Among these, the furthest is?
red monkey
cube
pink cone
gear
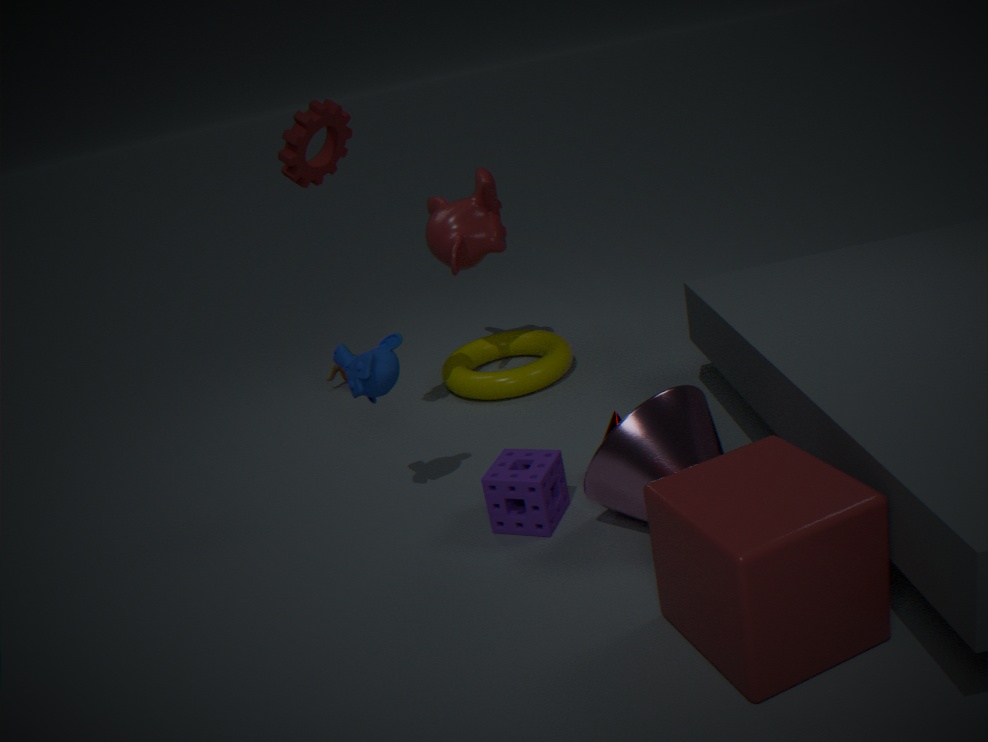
red monkey
